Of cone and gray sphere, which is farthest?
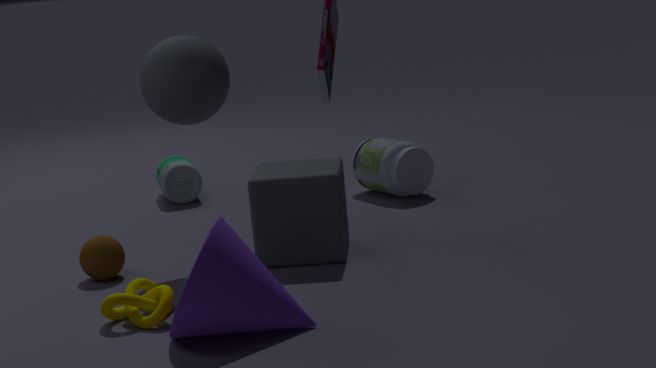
gray sphere
